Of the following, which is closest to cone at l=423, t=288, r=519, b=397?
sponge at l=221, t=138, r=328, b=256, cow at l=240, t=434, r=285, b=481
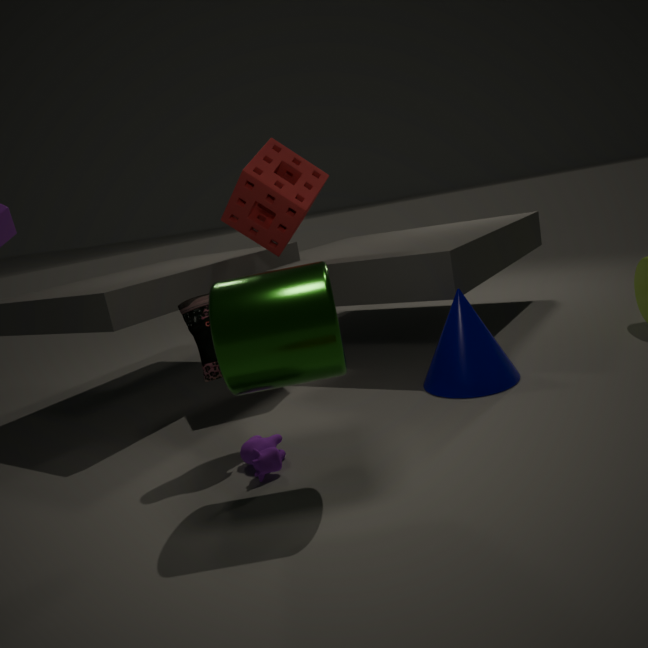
cow at l=240, t=434, r=285, b=481
